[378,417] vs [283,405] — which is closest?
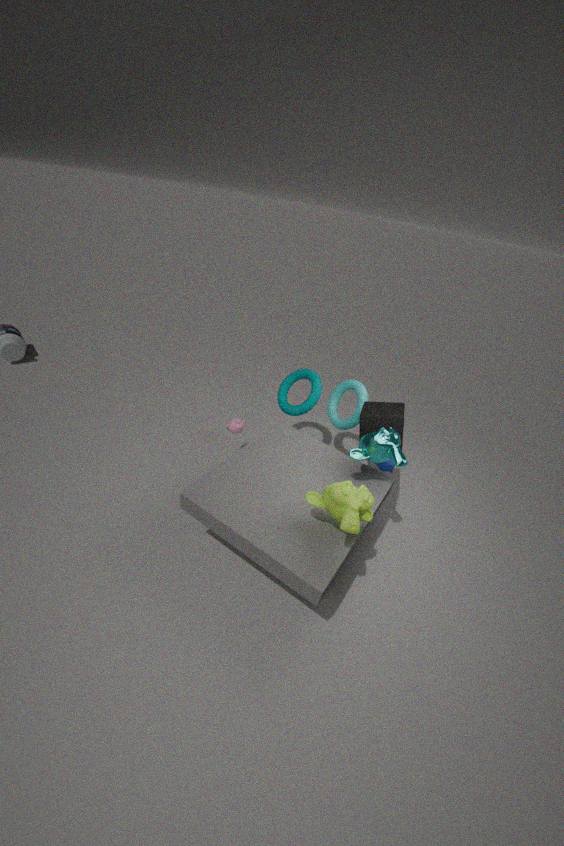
[378,417]
